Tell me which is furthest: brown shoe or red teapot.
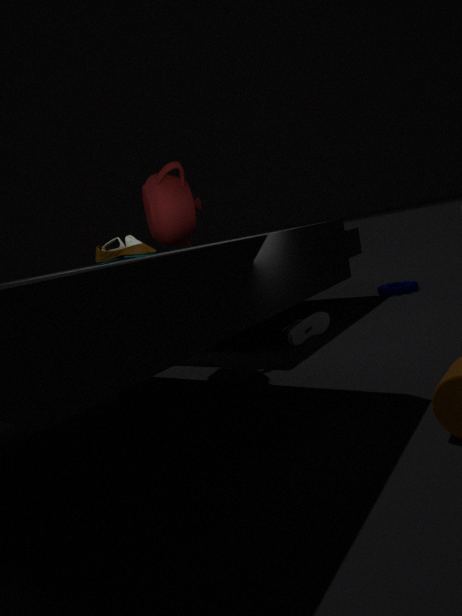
red teapot
